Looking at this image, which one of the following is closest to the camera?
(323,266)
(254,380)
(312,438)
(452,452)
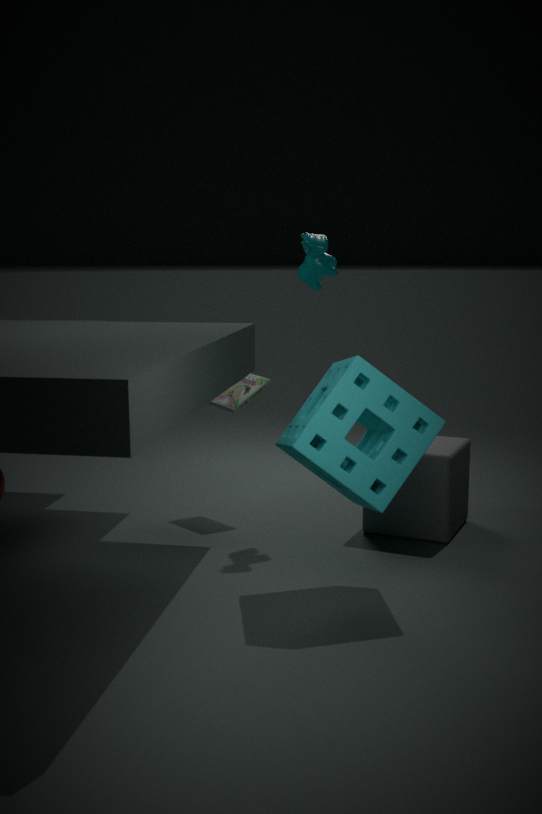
(312,438)
